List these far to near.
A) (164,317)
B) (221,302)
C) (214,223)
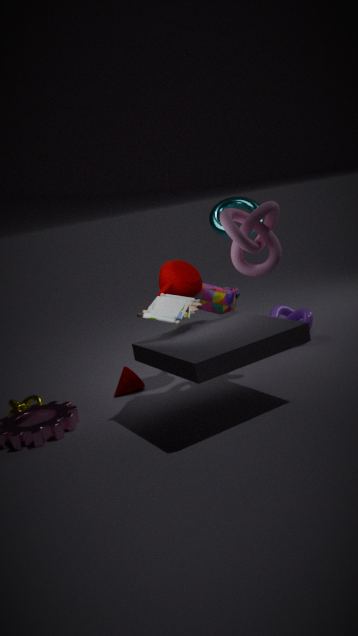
(214,223), (221,302), (164,317)
